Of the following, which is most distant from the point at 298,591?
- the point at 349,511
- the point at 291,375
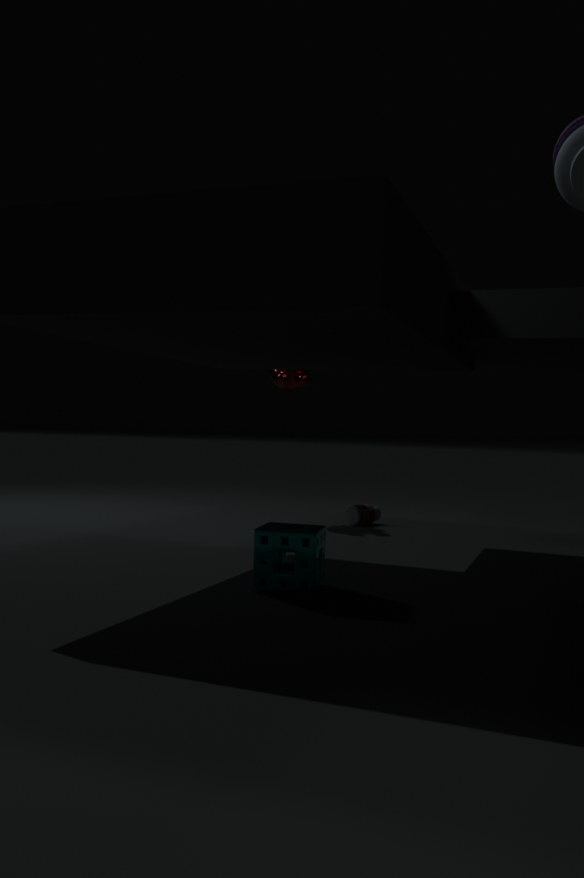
the point at 291,375
